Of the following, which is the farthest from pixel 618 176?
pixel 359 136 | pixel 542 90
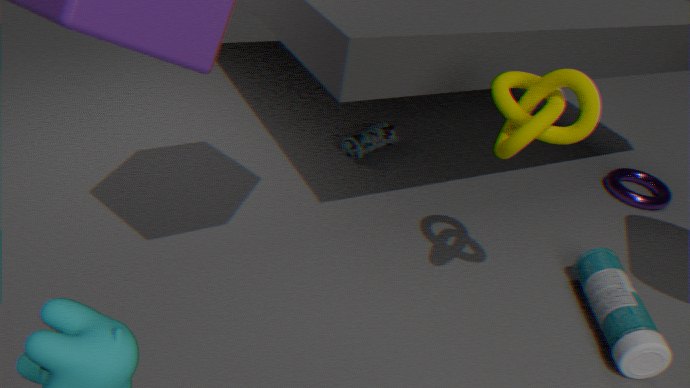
pixel 542 90
